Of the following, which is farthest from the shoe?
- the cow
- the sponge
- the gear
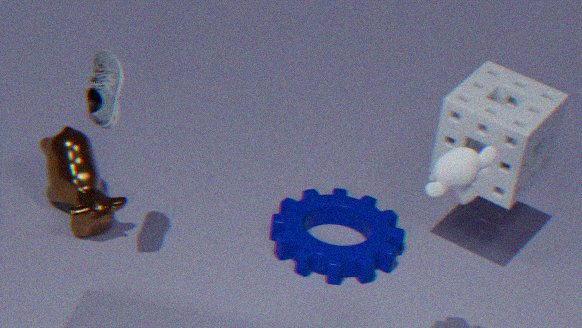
the sponge
